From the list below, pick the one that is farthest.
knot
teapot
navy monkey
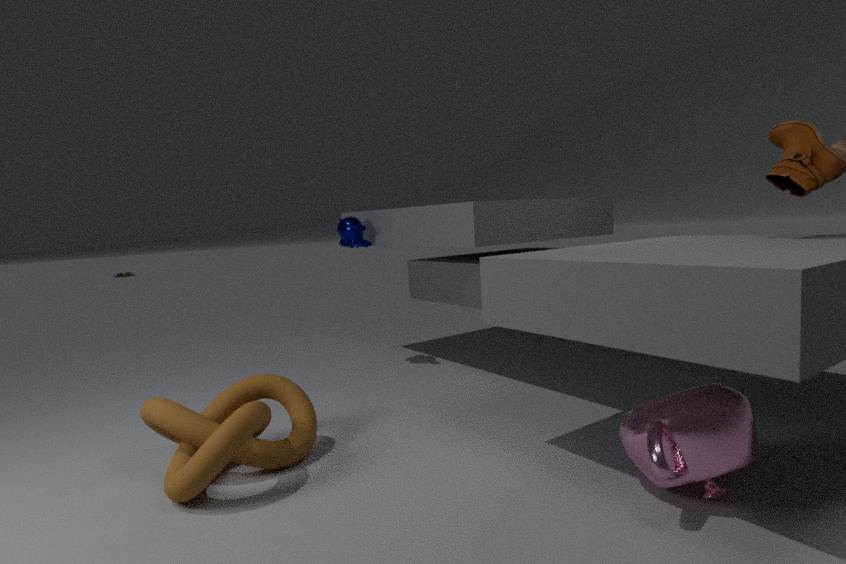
navy monkey
